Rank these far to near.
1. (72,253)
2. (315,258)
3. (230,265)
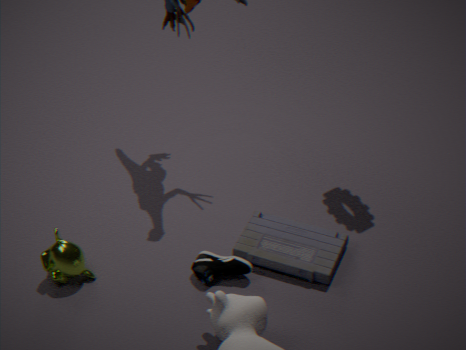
1. (315,258)
2. (230,265)
3. (72,253)
